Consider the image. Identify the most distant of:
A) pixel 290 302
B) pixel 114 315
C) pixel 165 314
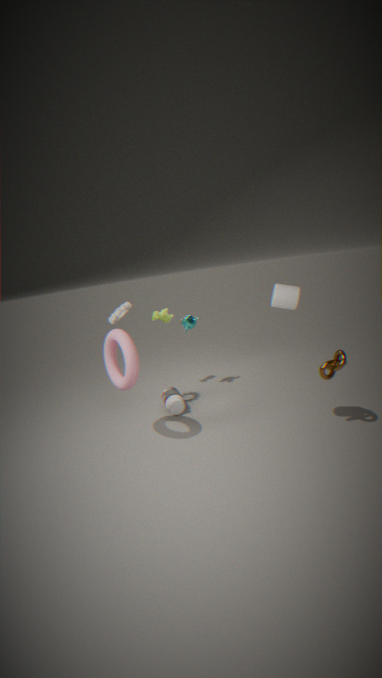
pixel 165 314
